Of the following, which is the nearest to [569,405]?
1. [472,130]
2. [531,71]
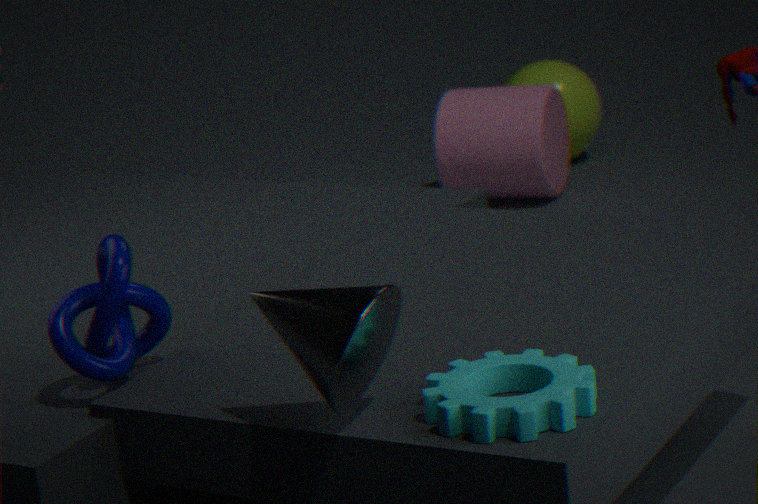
[472,130]
